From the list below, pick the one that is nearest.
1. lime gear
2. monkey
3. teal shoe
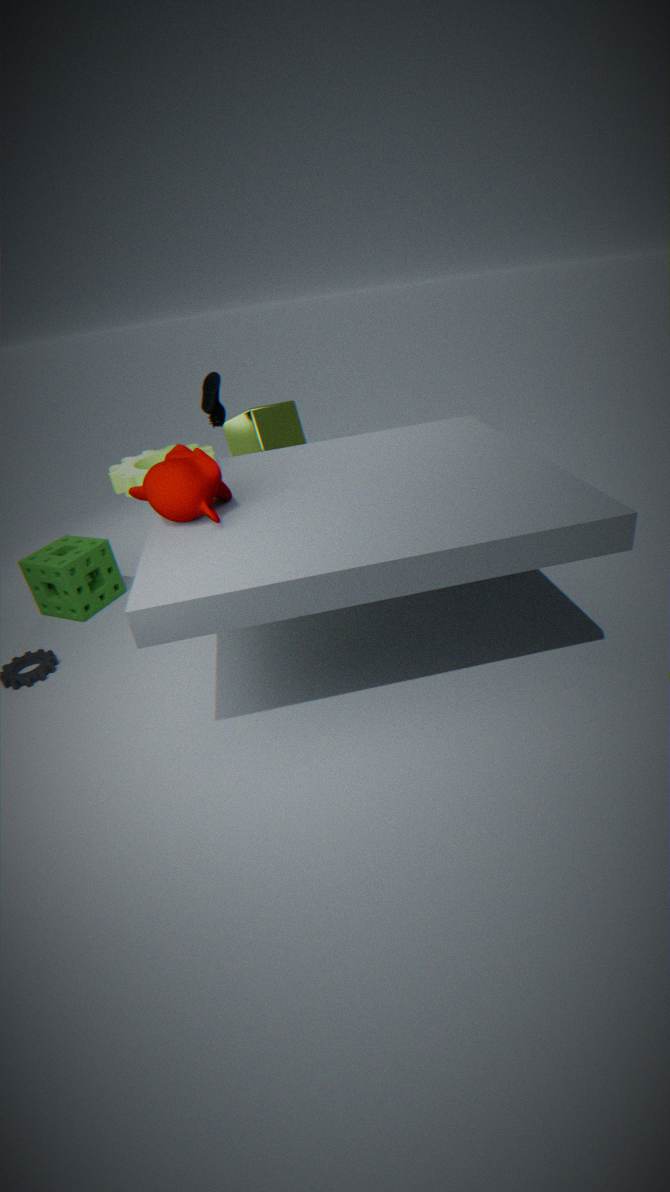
monkey
